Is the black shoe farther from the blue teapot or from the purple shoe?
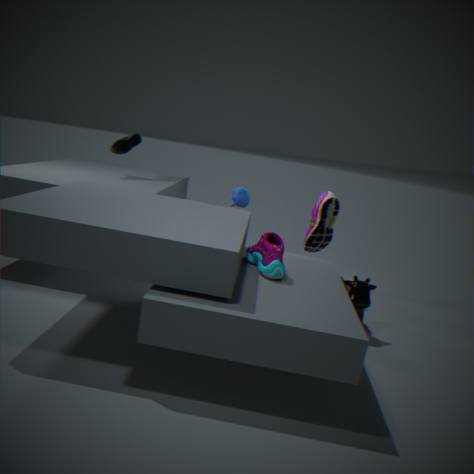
the purple shoe
